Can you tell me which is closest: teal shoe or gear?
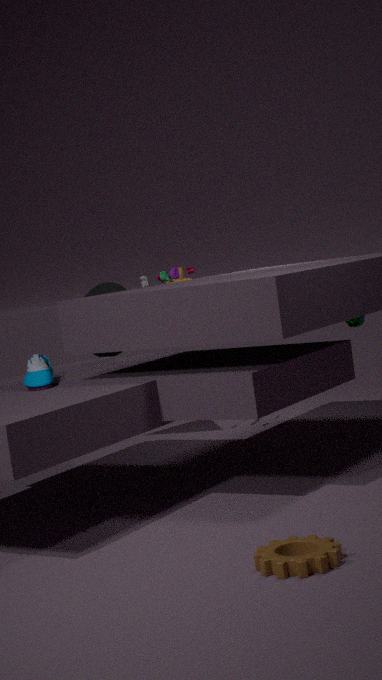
gear
